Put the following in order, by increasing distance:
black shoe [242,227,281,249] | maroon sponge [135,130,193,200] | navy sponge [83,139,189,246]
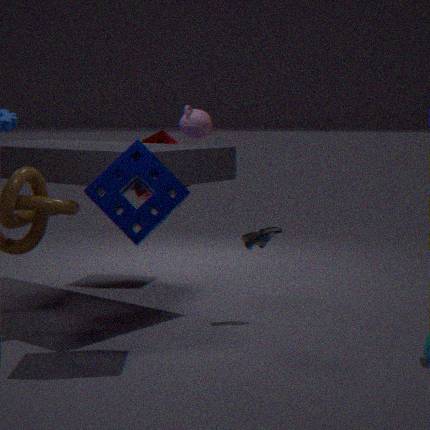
navy sponge [83,139,189,246], black shoe [242,227,281,249], maroon sponge [135,130,193,200]
